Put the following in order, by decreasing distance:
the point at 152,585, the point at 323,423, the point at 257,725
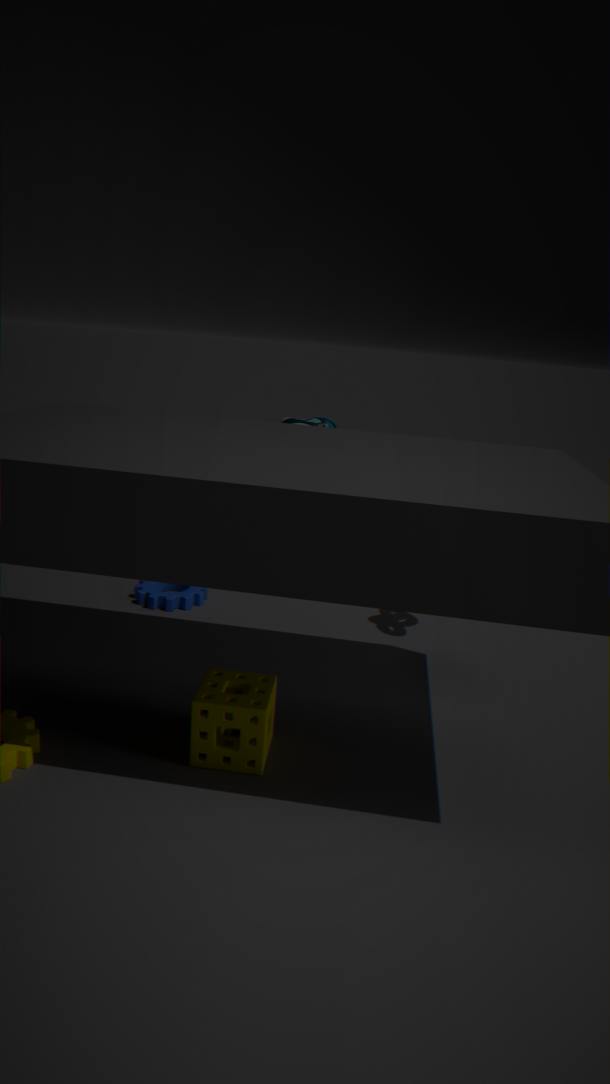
1. the point at 323,423
2. the point at 152,585
3. the point at 257,725
